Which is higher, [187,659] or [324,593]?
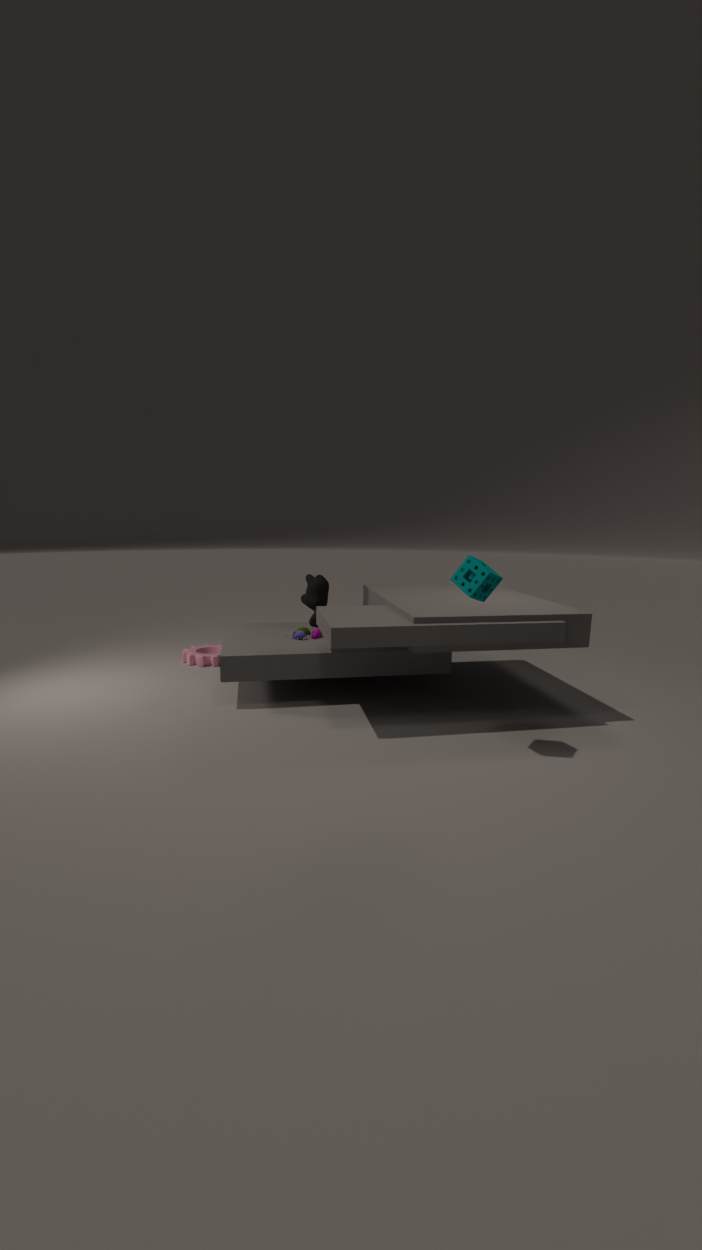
[324,593]
